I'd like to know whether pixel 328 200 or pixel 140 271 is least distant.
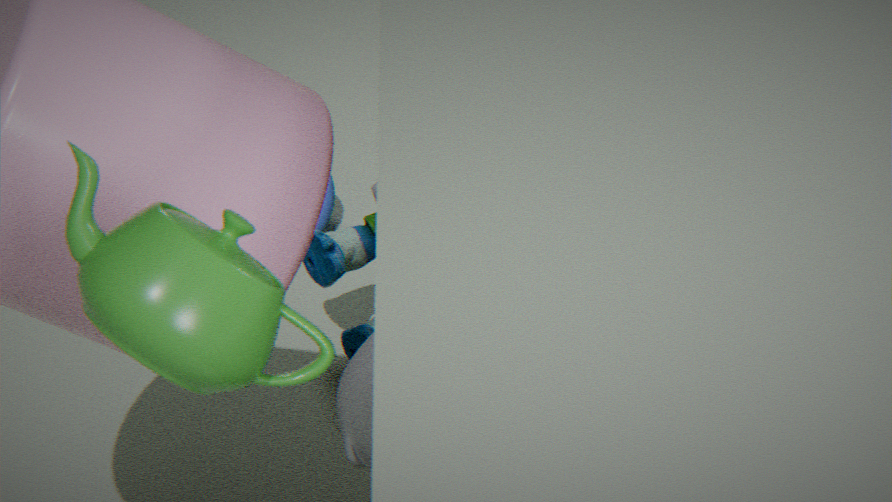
pixel 140 271
